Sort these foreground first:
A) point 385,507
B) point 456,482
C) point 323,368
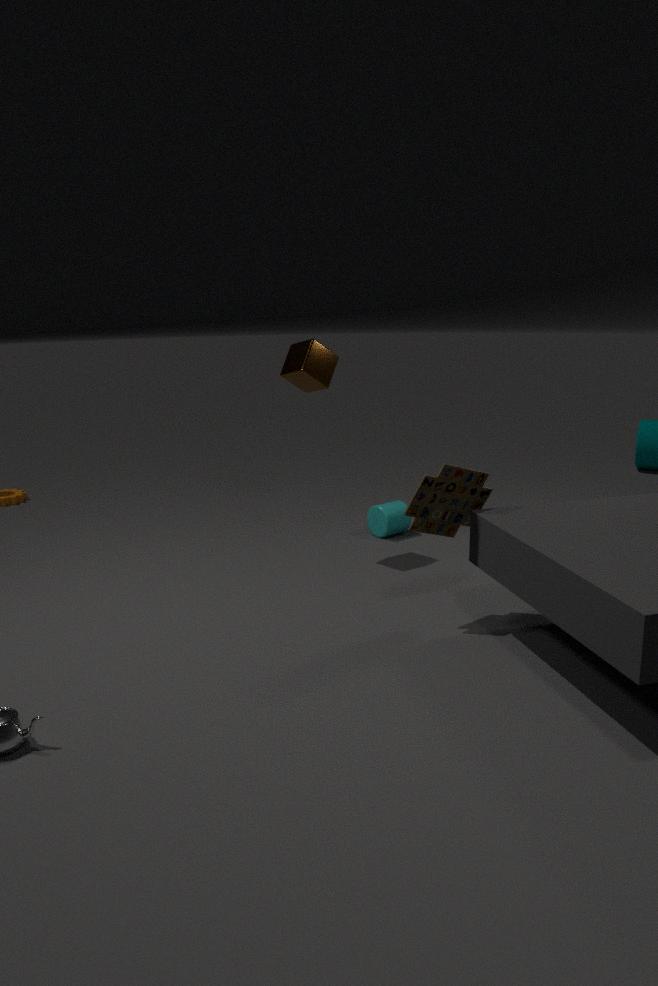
point 456,482
point 323,368
point 385,507
